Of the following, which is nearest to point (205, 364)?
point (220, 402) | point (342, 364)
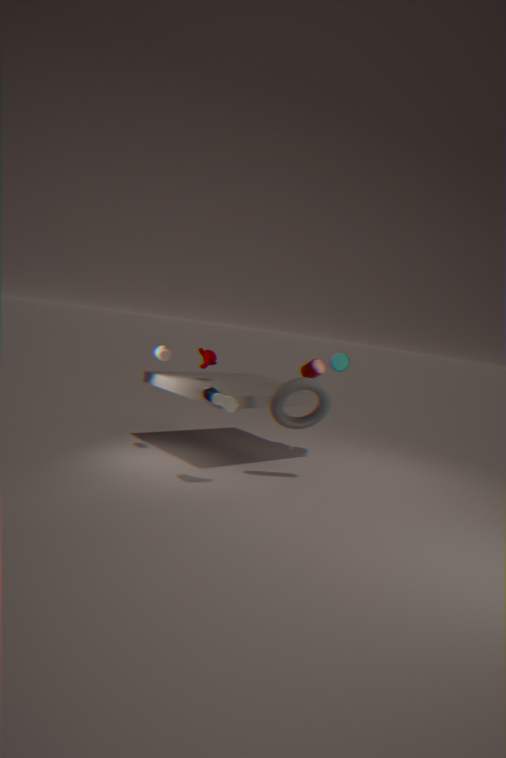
point (220, 402)
